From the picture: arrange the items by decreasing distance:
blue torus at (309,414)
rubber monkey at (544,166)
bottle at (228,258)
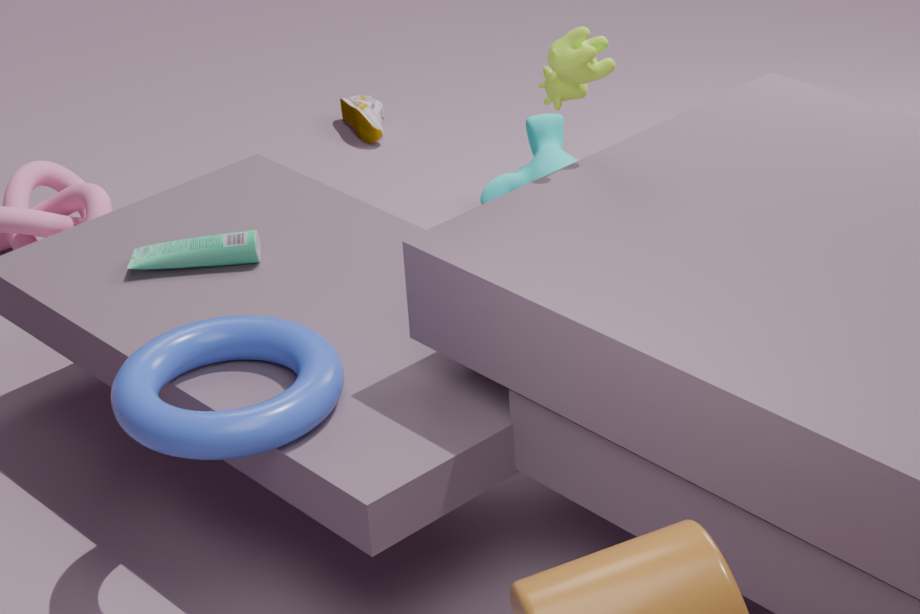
1. rubber monkey at (544,166)
2. bottle at (228,258)
3. blue torus at (309,414)
